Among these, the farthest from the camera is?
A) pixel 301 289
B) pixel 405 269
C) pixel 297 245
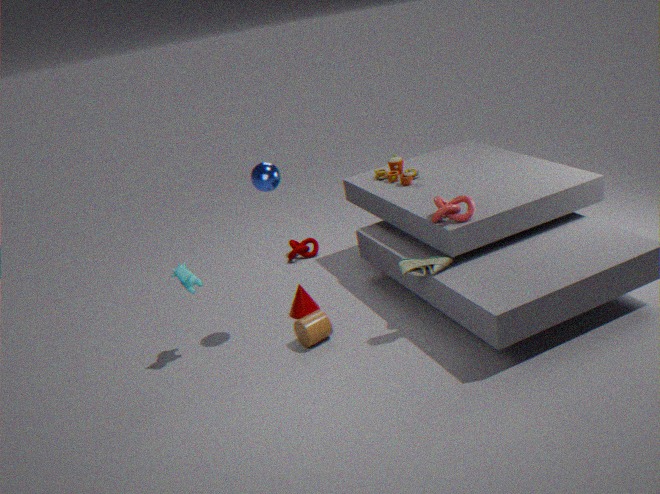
pixel 297 245
